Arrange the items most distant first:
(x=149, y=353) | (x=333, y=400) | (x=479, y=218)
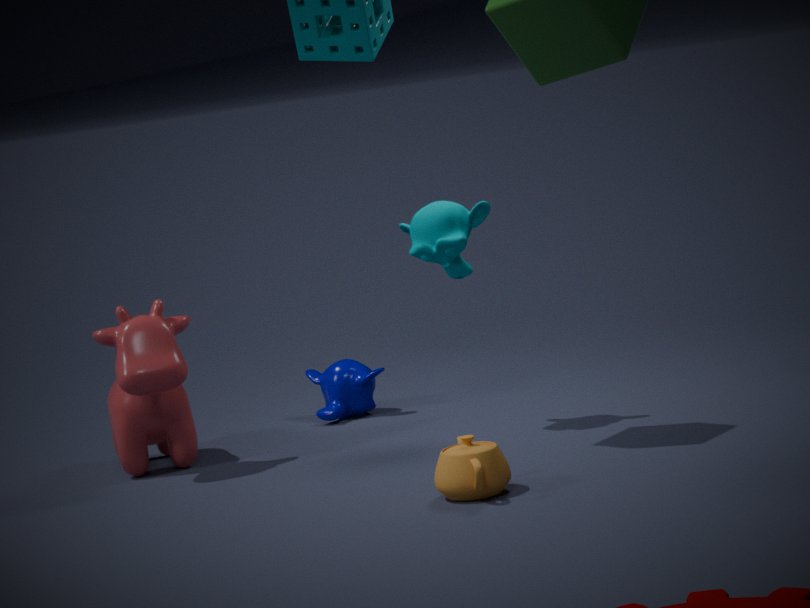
(x=333, y=400) < (x=479, y=218) < (x=149, y=353)
